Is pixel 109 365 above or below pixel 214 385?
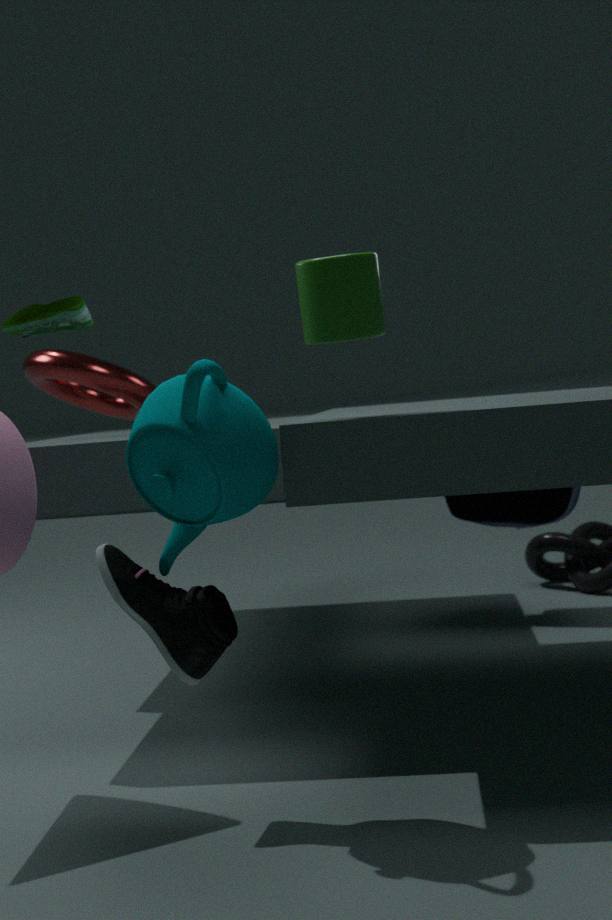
above
